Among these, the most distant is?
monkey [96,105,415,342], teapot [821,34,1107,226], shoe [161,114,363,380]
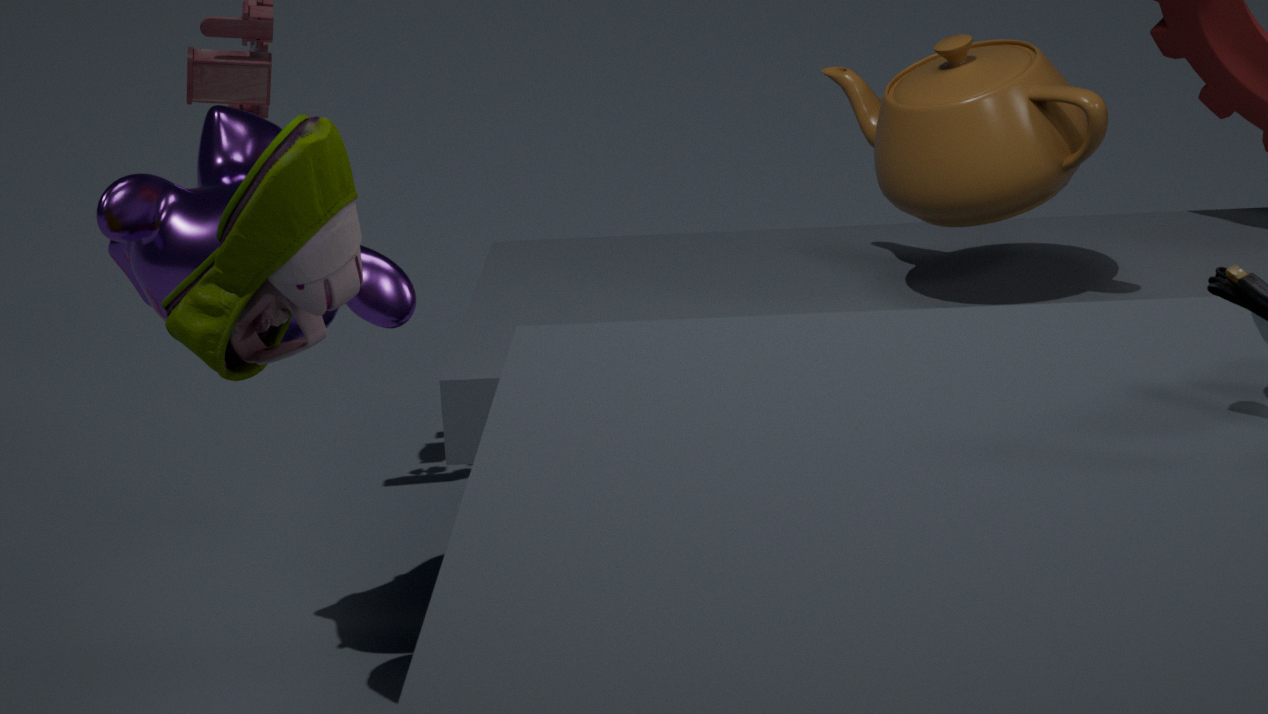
teapot [821,34,1107,226]
